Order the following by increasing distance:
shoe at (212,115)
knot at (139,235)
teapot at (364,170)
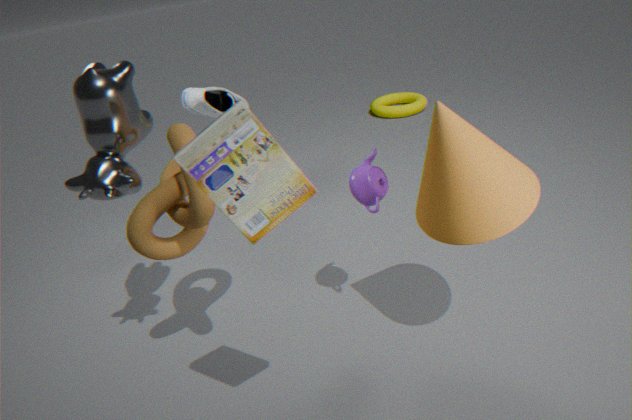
knot at (139,235) < teapot at (364,170) < shoe at (212,115)
